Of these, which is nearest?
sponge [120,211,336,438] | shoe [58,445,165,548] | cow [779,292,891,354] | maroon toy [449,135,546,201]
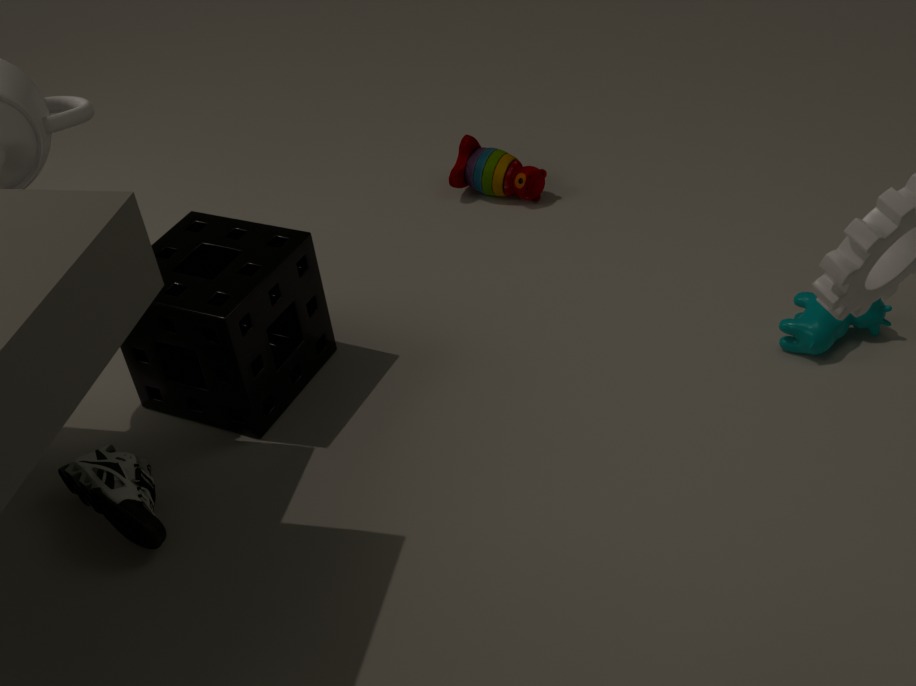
shoe [58,445,165,548]
